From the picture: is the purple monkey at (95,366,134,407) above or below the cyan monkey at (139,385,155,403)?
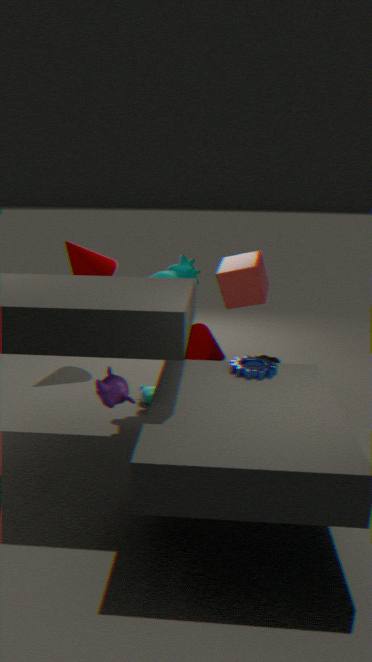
above
